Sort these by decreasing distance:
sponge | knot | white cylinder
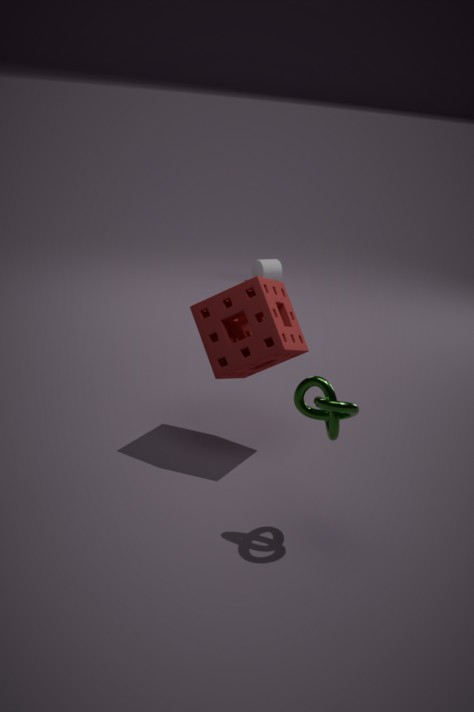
white cylinder
sponge
knot
